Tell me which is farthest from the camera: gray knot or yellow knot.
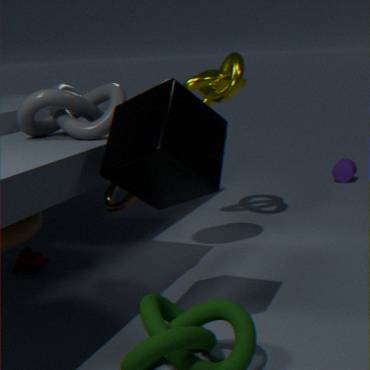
yellow knot
